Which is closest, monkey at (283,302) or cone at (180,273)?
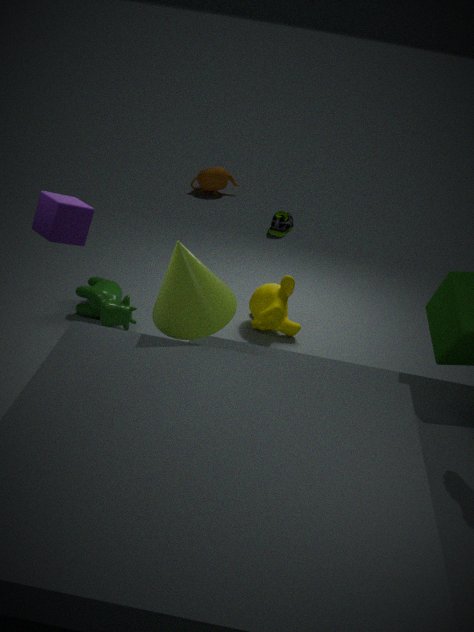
cone at (180,273)
